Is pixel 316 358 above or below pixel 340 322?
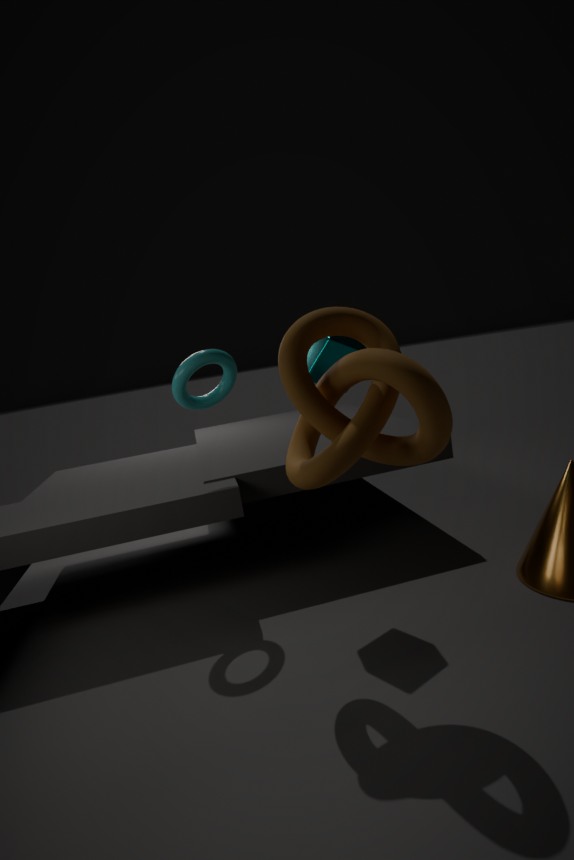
above
